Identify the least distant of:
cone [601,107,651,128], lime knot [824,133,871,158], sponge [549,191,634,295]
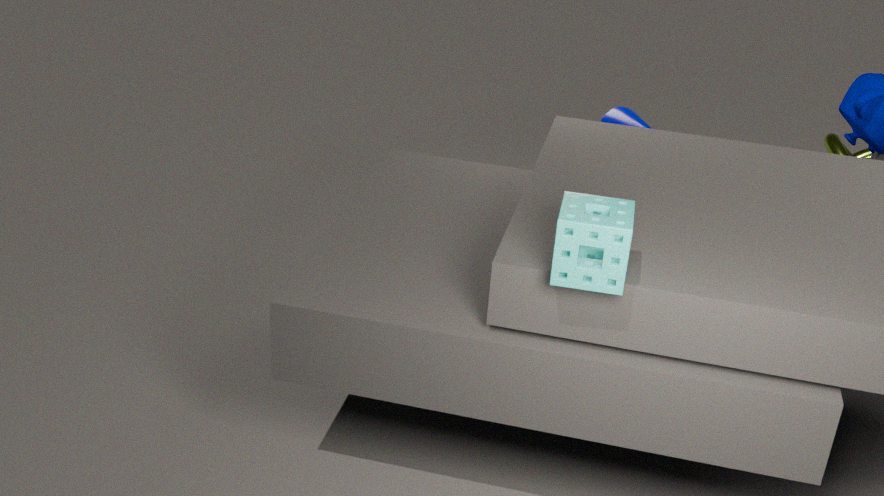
sponge [549,191,634,295]
